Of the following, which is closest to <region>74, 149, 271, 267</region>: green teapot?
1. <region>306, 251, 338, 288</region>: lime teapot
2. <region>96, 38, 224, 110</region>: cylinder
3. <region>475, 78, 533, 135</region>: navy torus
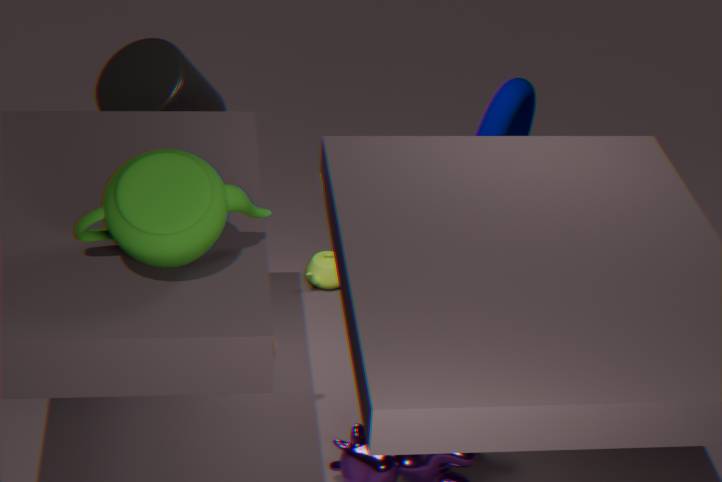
<region>96, 38, 224, 110</region>: cylinder
